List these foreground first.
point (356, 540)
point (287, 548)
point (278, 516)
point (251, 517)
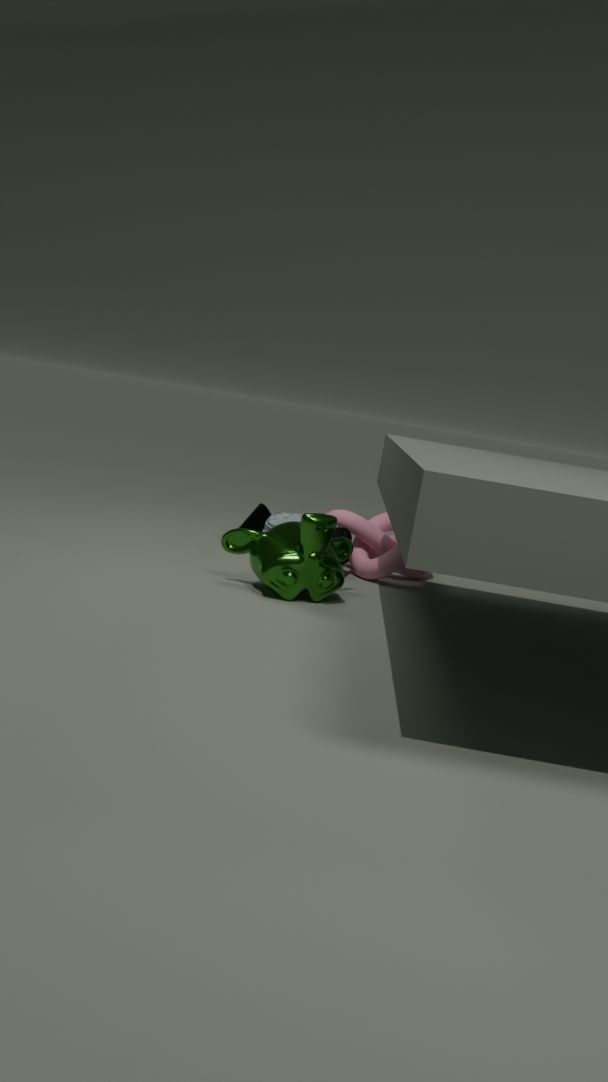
point (287, 548)
point (278, 516)
point (356, 540)
point (251, 517)
